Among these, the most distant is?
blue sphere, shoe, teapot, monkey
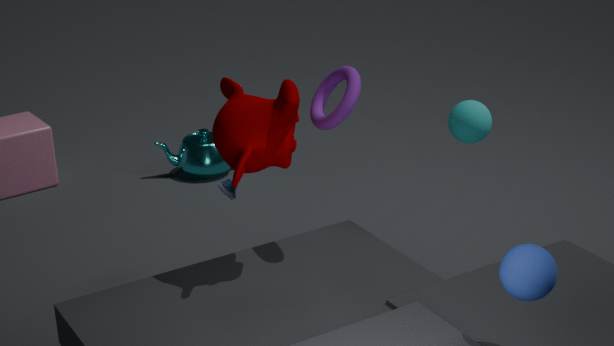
teapot
